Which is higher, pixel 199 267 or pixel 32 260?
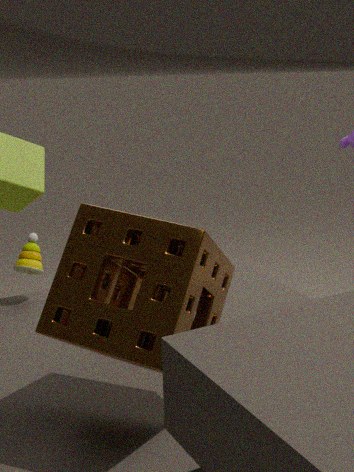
pixel 199 267
